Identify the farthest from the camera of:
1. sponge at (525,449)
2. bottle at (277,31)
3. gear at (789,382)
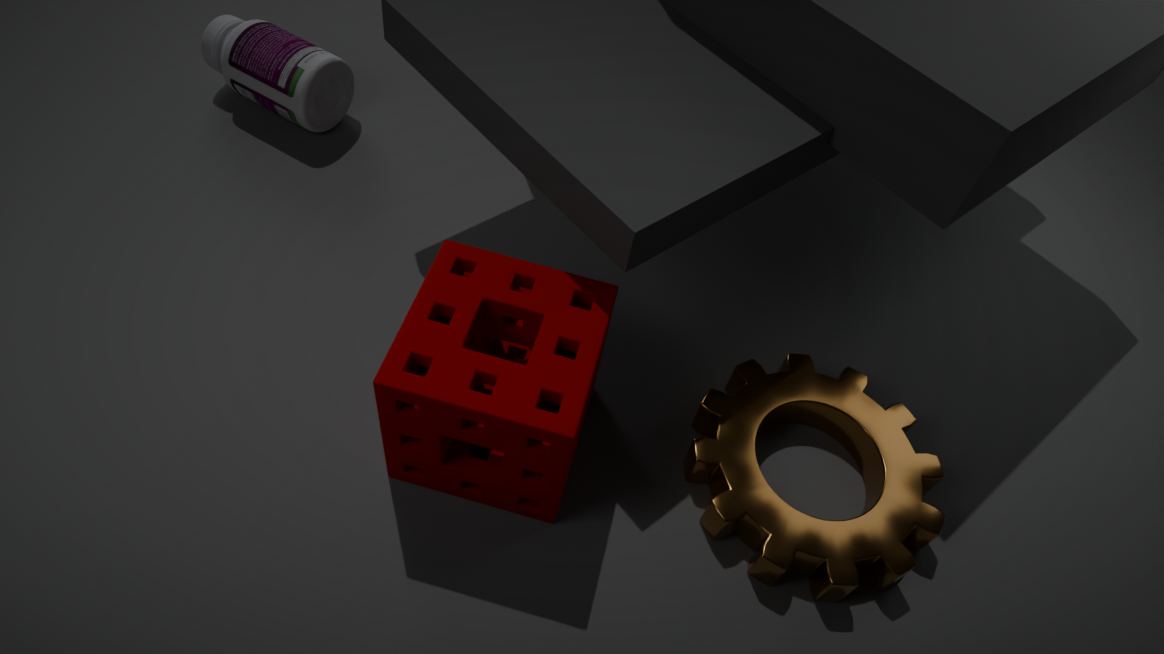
bottle at (277,31)
